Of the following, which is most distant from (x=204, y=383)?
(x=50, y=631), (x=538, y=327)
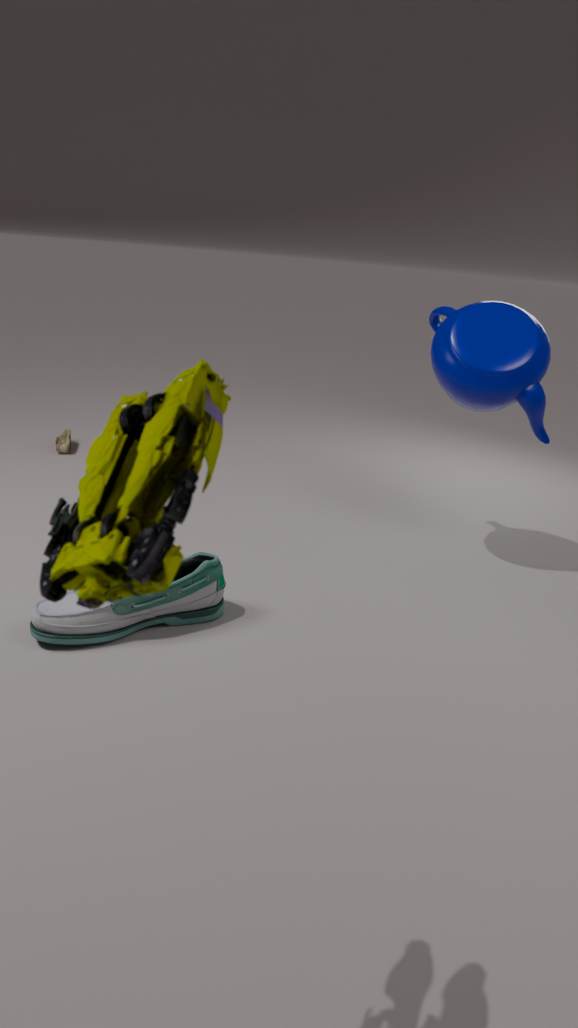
(x=538, y=327)
